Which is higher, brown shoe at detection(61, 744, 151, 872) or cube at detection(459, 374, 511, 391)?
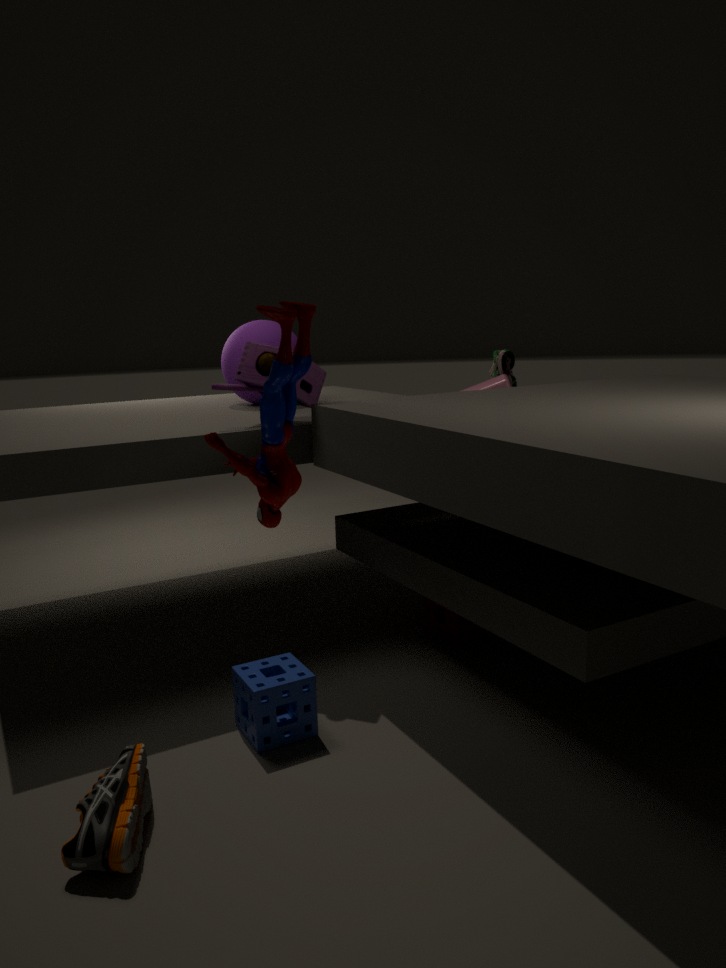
cube at detection(459, 374, 511, 391)
